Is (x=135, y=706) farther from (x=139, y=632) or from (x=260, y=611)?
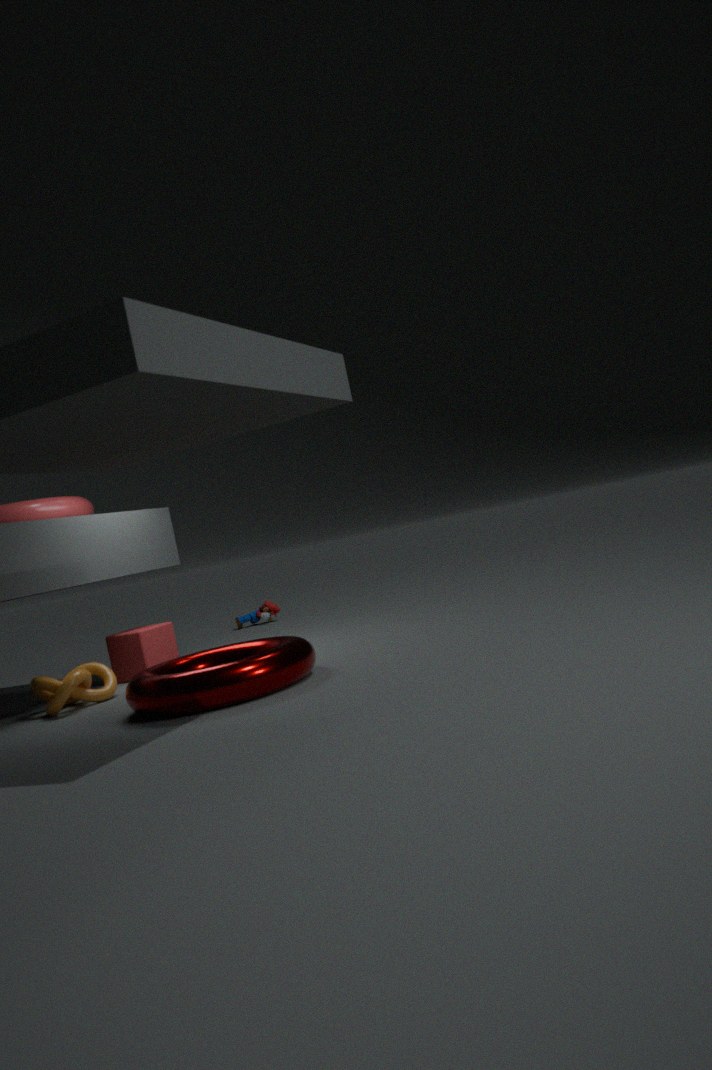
(x=260, y=611)
